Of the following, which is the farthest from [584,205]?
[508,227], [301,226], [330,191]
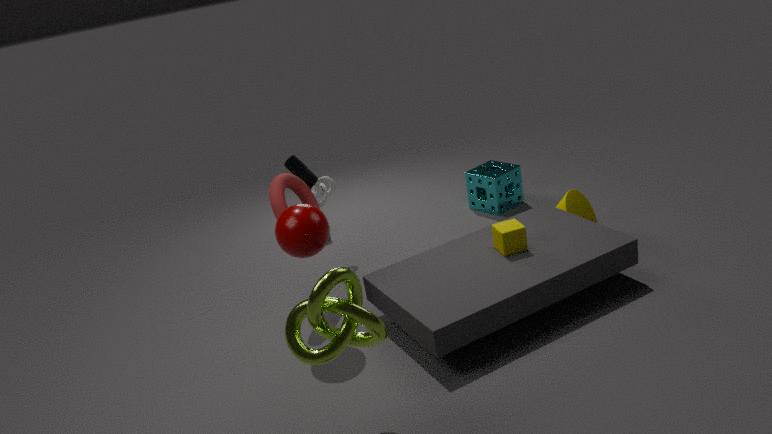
[301,226]
